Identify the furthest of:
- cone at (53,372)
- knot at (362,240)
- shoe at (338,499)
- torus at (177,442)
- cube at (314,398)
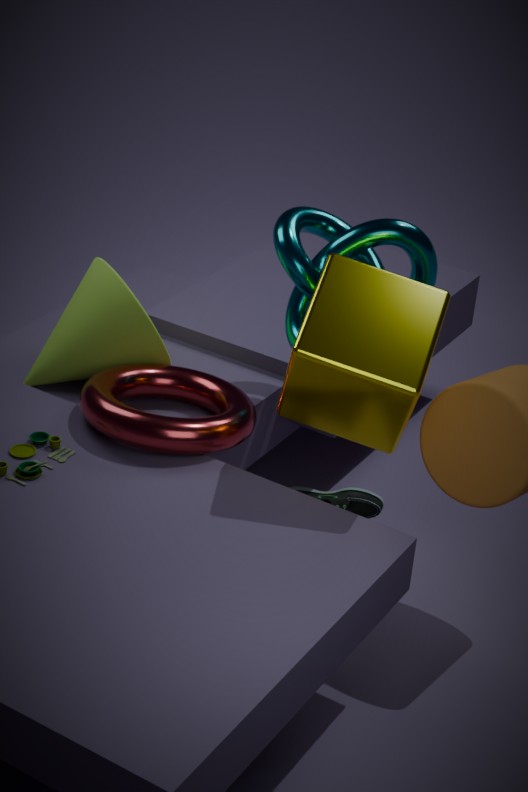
shoe at (338,499)
